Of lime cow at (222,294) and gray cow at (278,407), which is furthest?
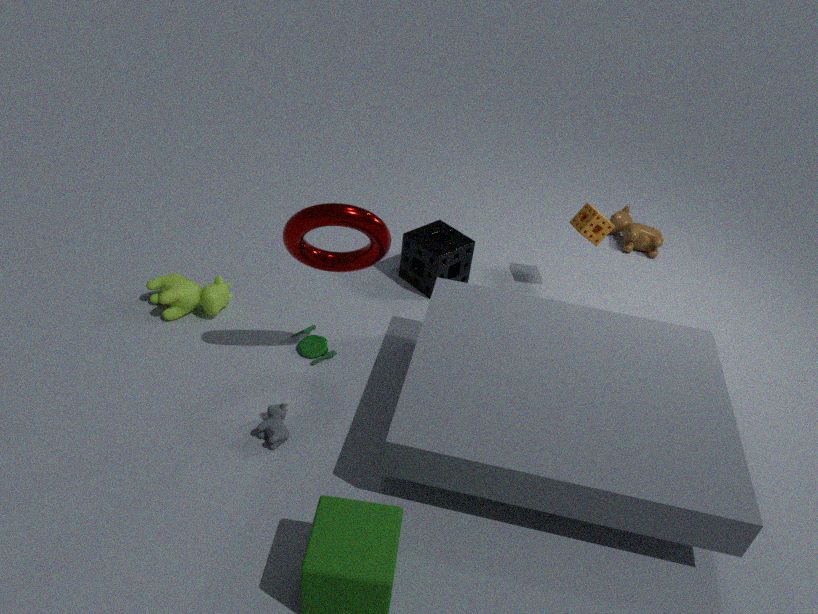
lime cow at (222,294)
